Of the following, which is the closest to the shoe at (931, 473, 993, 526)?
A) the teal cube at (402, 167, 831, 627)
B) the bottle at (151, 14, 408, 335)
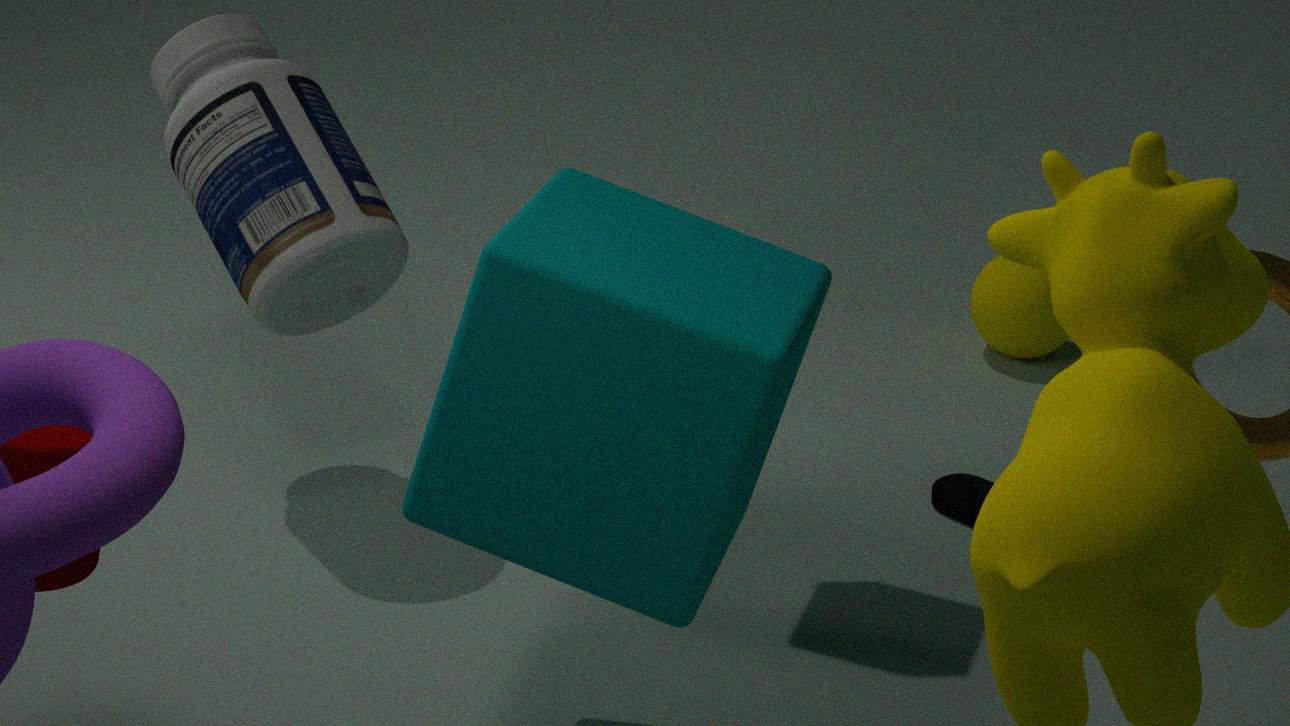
the teal cube at (402, 167, 831, 627)
